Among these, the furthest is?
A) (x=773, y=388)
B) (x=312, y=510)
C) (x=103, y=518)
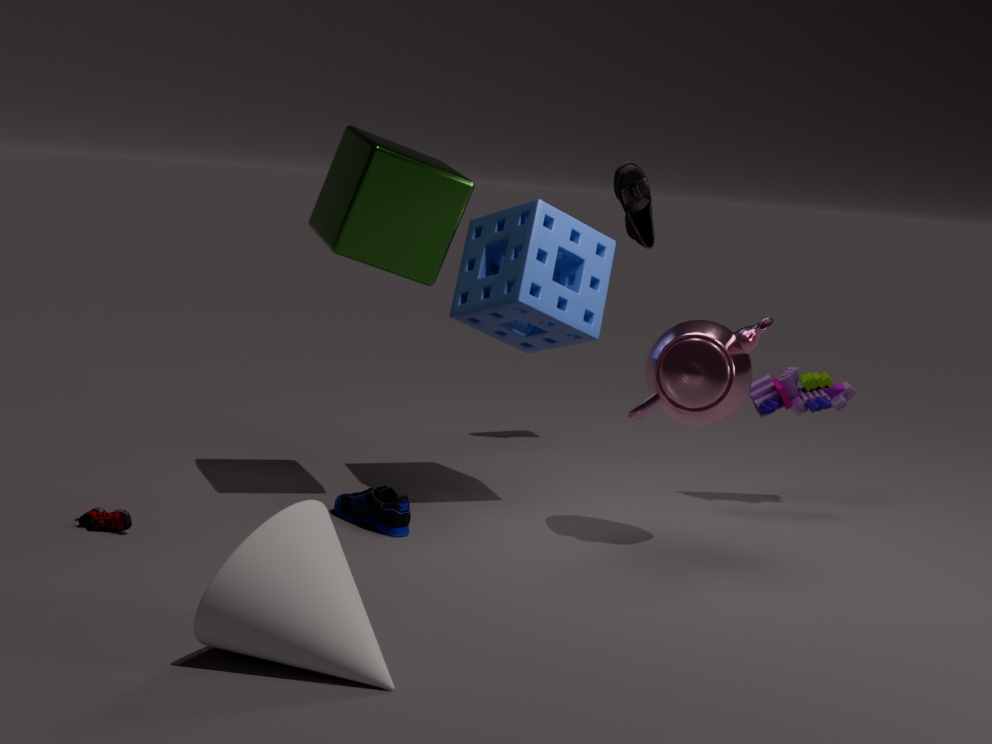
(x=773, y=388)
